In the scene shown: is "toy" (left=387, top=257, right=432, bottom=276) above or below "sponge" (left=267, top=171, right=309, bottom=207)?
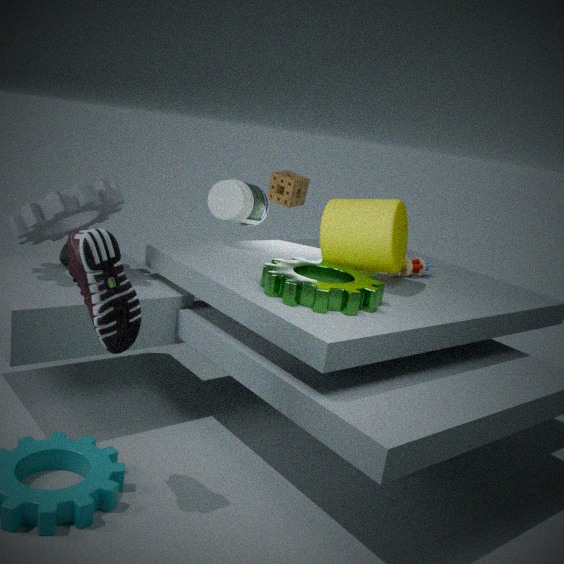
below
